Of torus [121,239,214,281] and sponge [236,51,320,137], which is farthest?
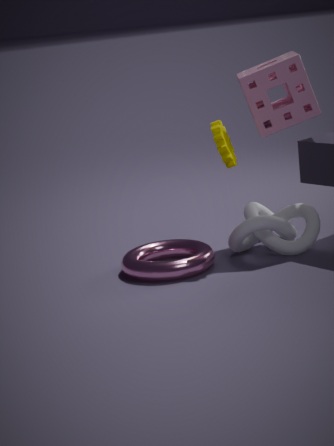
sponge [236,51,320,137]
